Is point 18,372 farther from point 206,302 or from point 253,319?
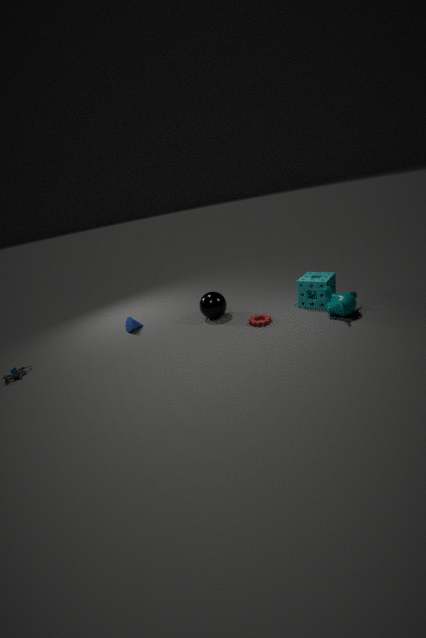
point 253,319
